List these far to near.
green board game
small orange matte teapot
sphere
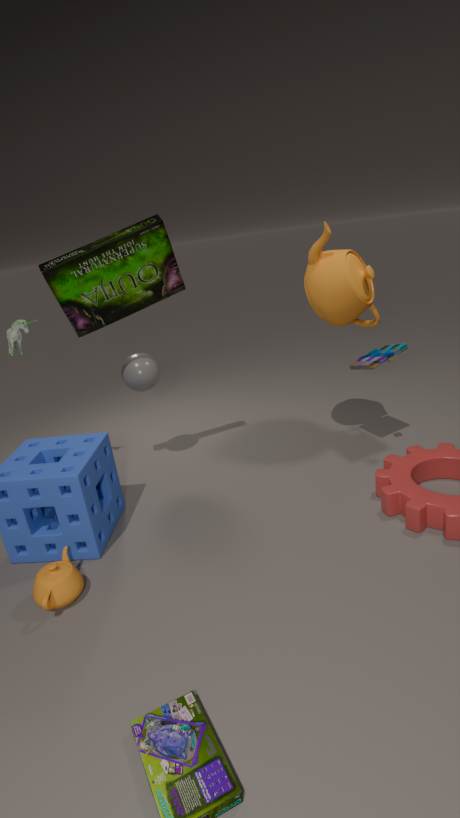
sphere, green board game, small orange matte teapot
